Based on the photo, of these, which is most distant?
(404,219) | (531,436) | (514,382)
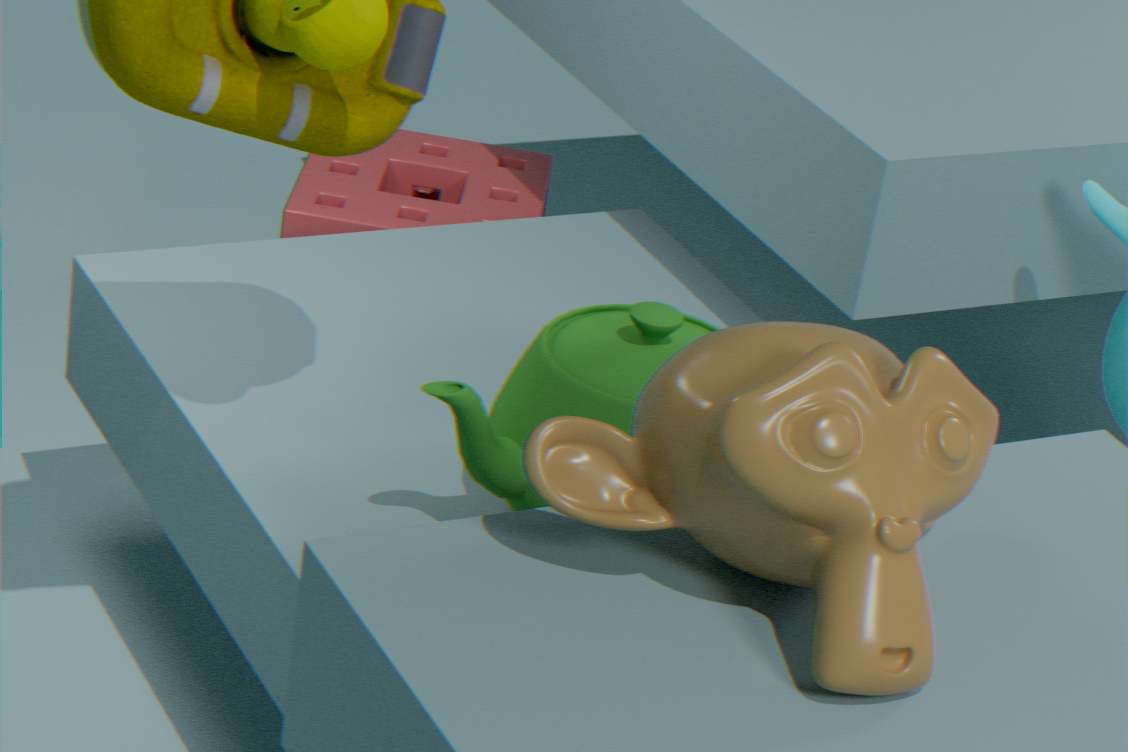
(404,219)
